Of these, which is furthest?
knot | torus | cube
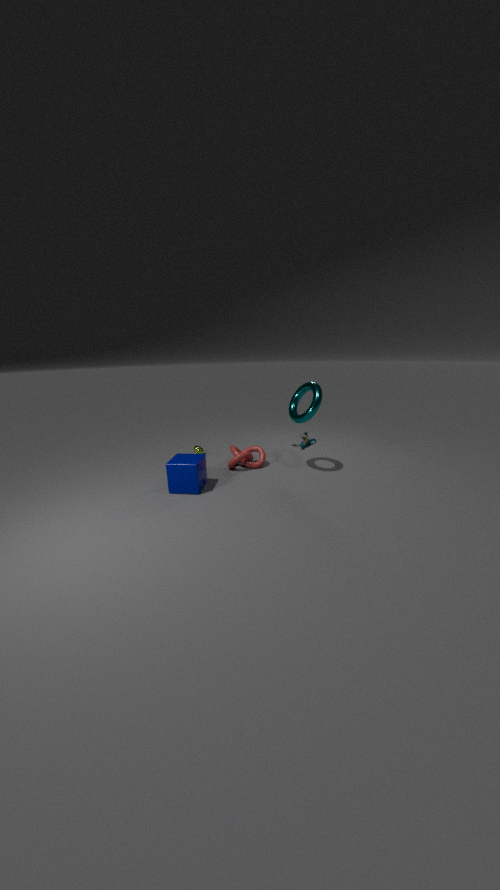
knot
